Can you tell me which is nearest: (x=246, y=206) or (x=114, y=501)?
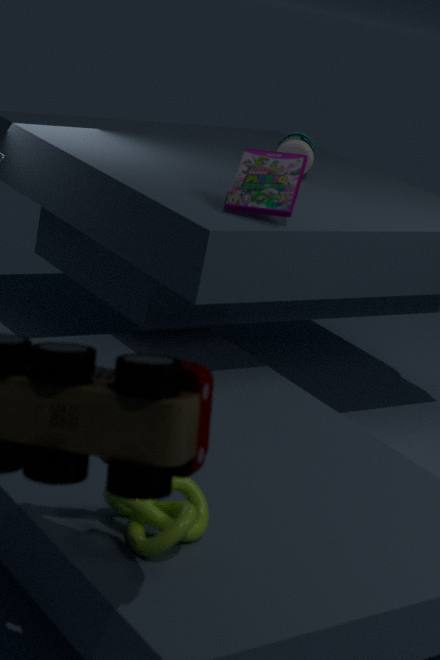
(x=114, y=501)
